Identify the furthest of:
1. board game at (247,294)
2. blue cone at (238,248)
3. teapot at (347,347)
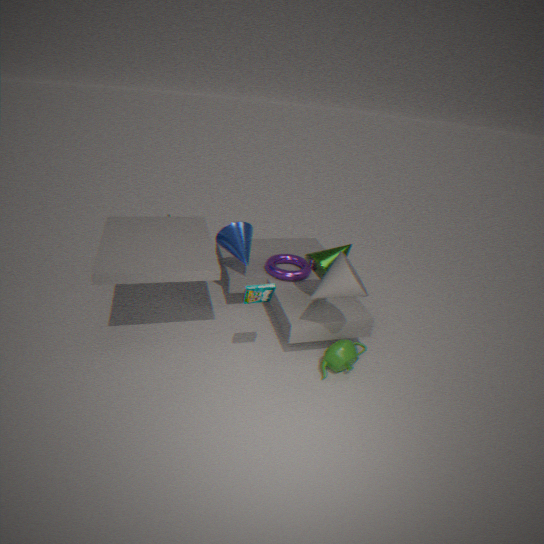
blue cone at (238,248)
